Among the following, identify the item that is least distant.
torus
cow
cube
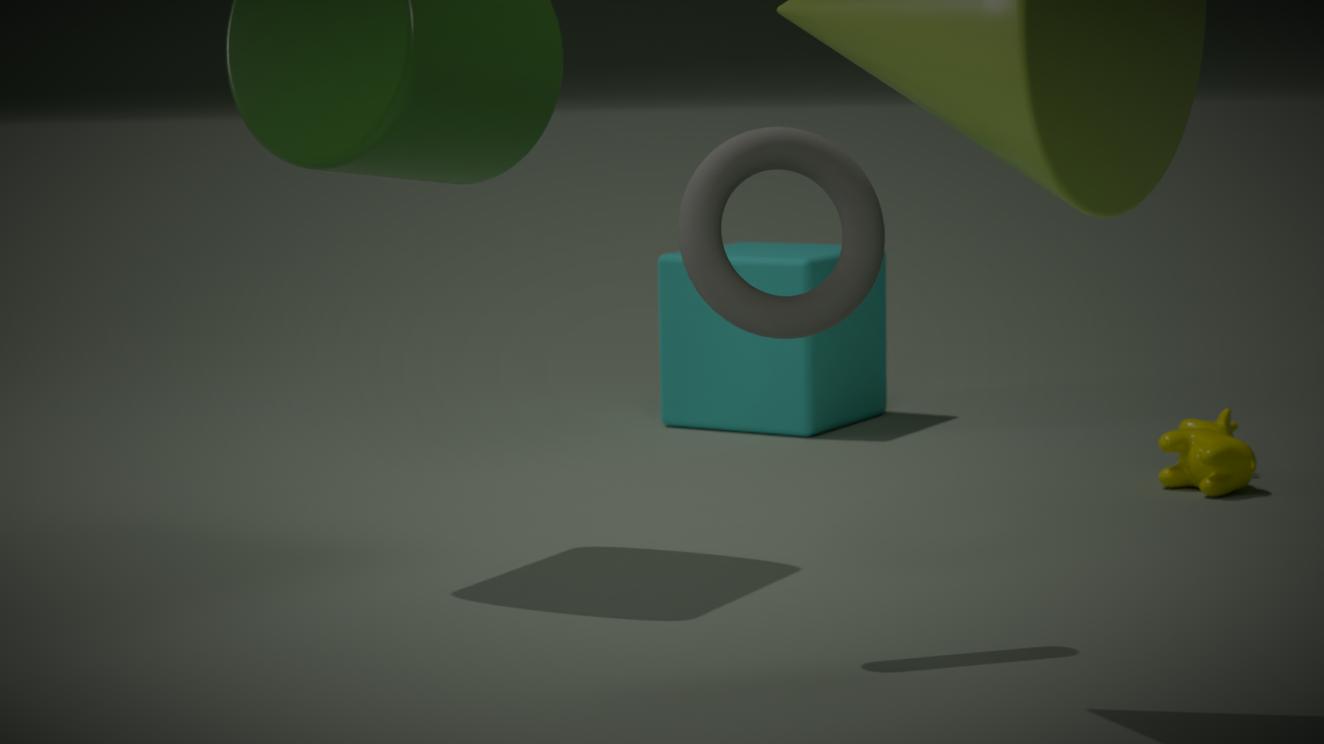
→ torus
